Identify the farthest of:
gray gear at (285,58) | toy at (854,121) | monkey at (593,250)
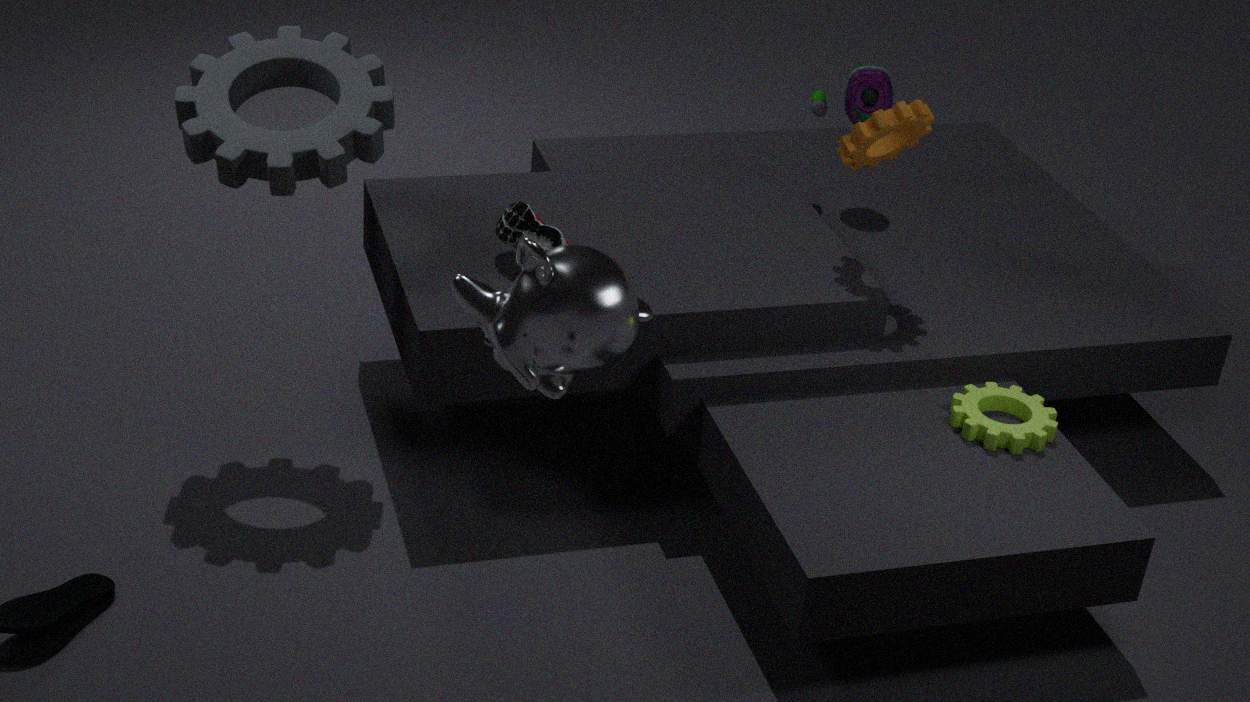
toy at (854,121)
